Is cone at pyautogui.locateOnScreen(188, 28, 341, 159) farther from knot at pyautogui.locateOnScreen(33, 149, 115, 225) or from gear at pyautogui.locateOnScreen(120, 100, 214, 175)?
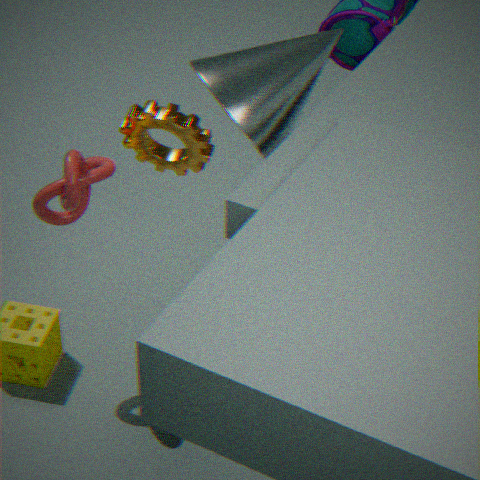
knot at pyautogui.locateOnScreen(33, 149, 115, 225)
